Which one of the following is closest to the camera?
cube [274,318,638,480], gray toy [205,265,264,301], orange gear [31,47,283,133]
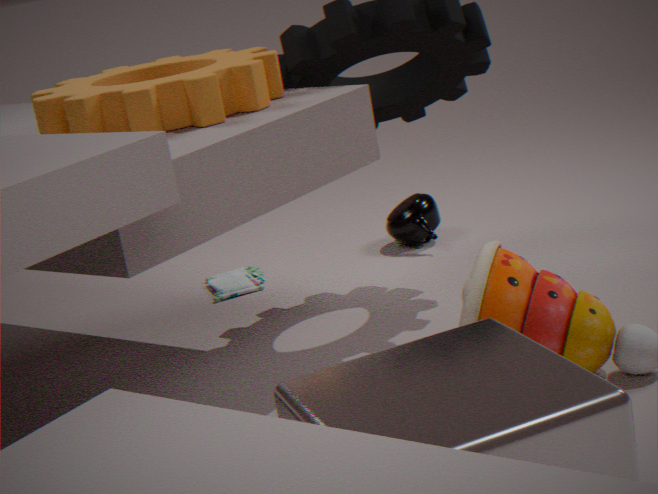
cube [274,318,638,480]
